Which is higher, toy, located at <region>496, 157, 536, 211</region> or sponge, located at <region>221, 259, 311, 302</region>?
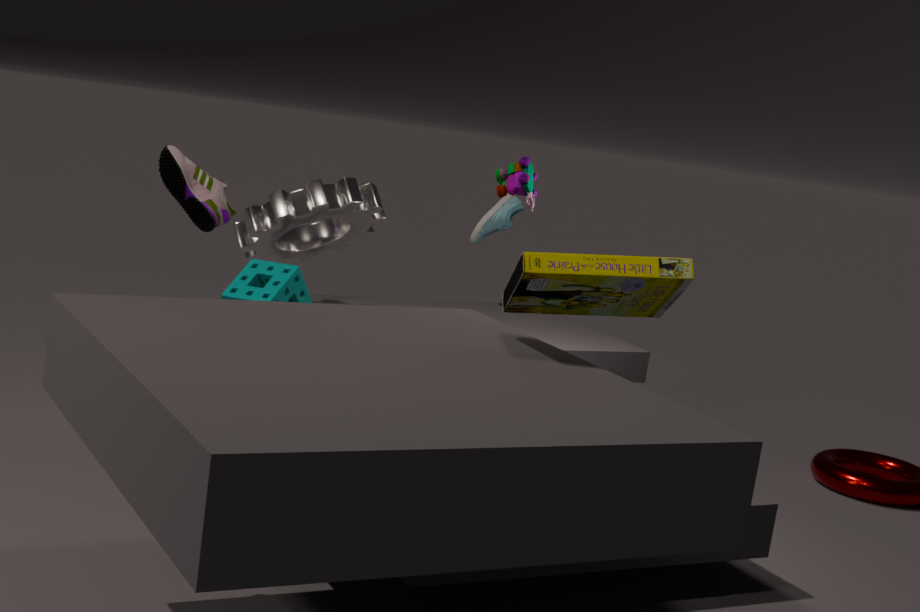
toy, located at <region>496, 157, 536, 211</region>
